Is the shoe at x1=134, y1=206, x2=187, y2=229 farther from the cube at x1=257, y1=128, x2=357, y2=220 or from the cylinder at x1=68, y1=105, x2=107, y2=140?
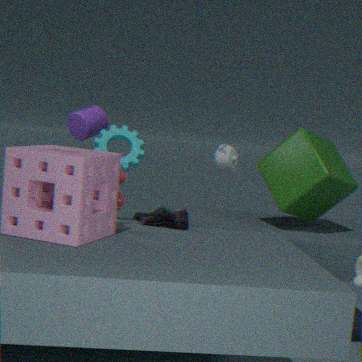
the cylinder at x1=68, y1=105, x2=107, y2=140
